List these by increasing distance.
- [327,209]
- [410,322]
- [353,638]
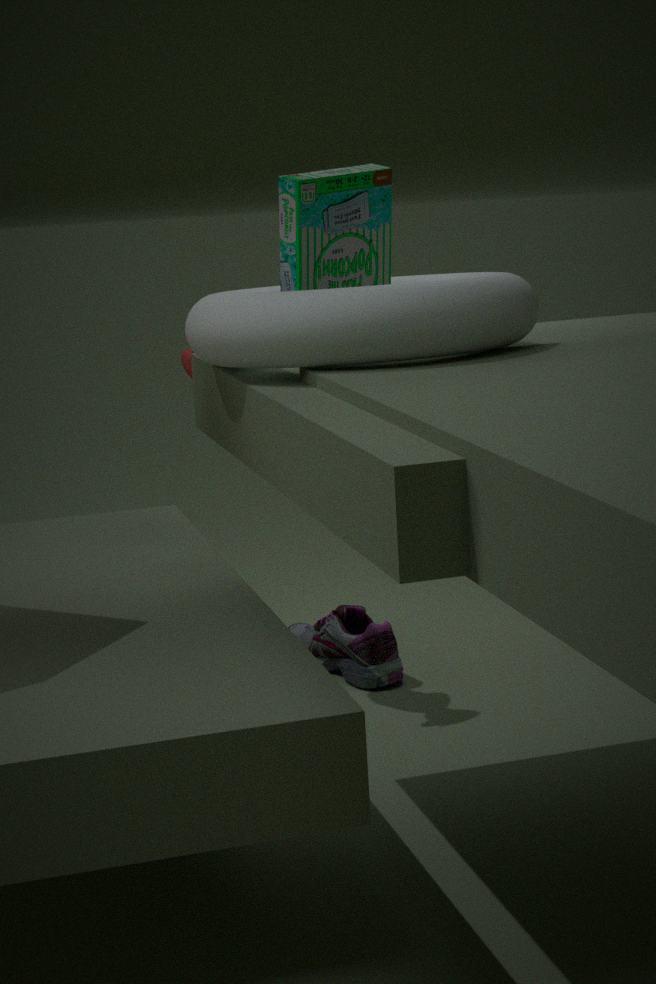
[410,322] → [327,209] → [353,638]
